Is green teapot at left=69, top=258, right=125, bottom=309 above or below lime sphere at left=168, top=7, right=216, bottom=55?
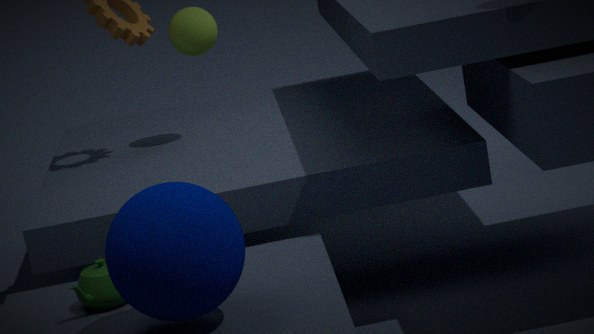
below
